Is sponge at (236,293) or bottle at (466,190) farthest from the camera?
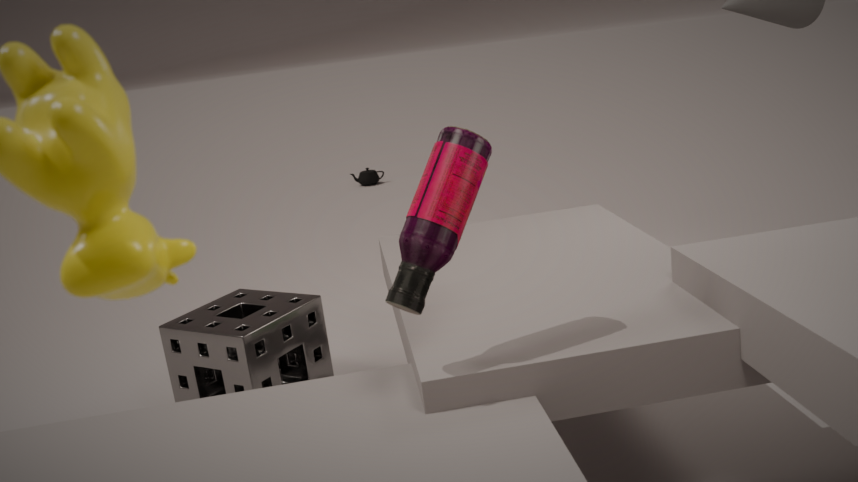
sponge at (236,293)
